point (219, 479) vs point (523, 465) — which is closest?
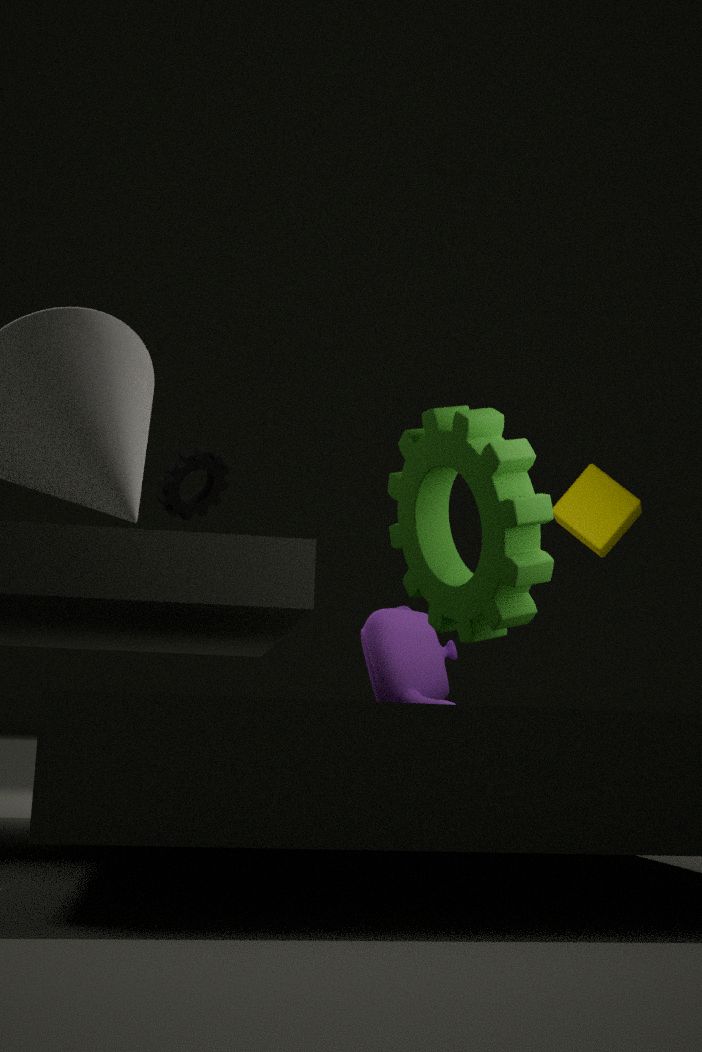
point (523, 465)
